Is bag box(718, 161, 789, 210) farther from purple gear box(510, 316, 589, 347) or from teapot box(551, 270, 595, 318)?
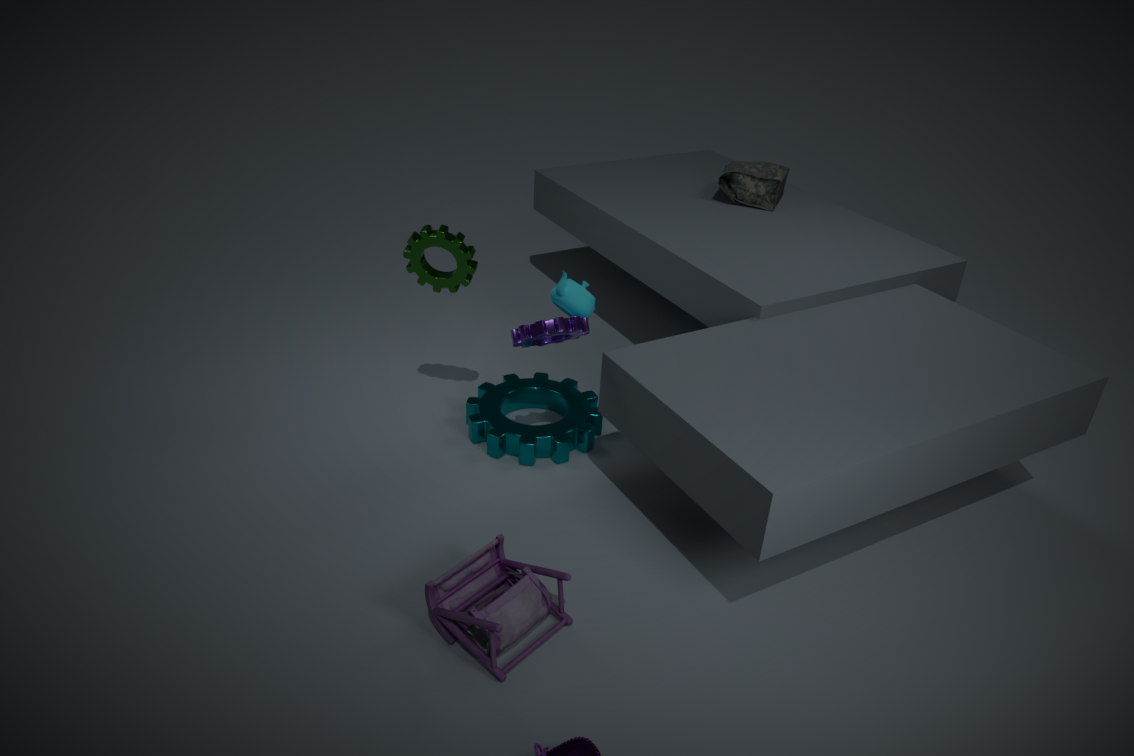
purple gear box(510, 316, 589, 347)
